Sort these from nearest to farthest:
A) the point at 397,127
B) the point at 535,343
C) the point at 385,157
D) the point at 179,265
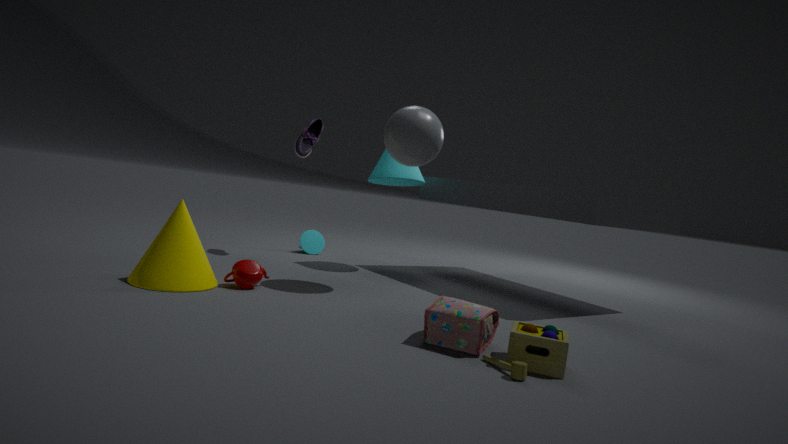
the point at 535,343 → the point at 179,265 → the point at 397,127 → the point at 385,157
